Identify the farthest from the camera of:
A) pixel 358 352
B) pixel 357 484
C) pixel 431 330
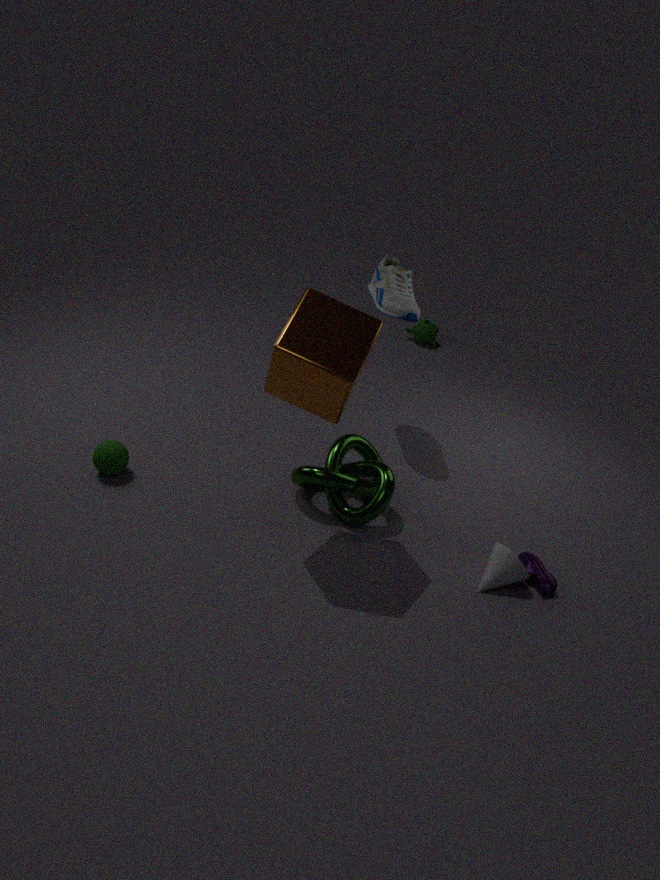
pixel 431 330
